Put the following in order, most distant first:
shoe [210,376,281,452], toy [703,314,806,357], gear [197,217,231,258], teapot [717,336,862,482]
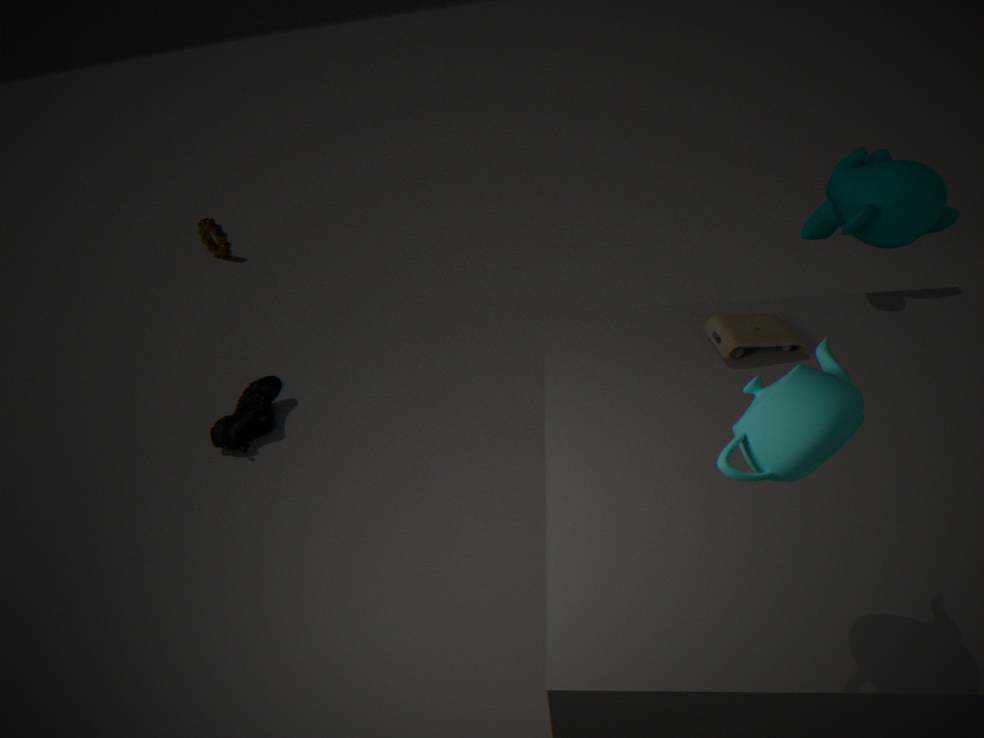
gear [197,217,231,258], shoe [210,376,281,452], toy [703,314,806,357], teapot [717,336,862,482]
